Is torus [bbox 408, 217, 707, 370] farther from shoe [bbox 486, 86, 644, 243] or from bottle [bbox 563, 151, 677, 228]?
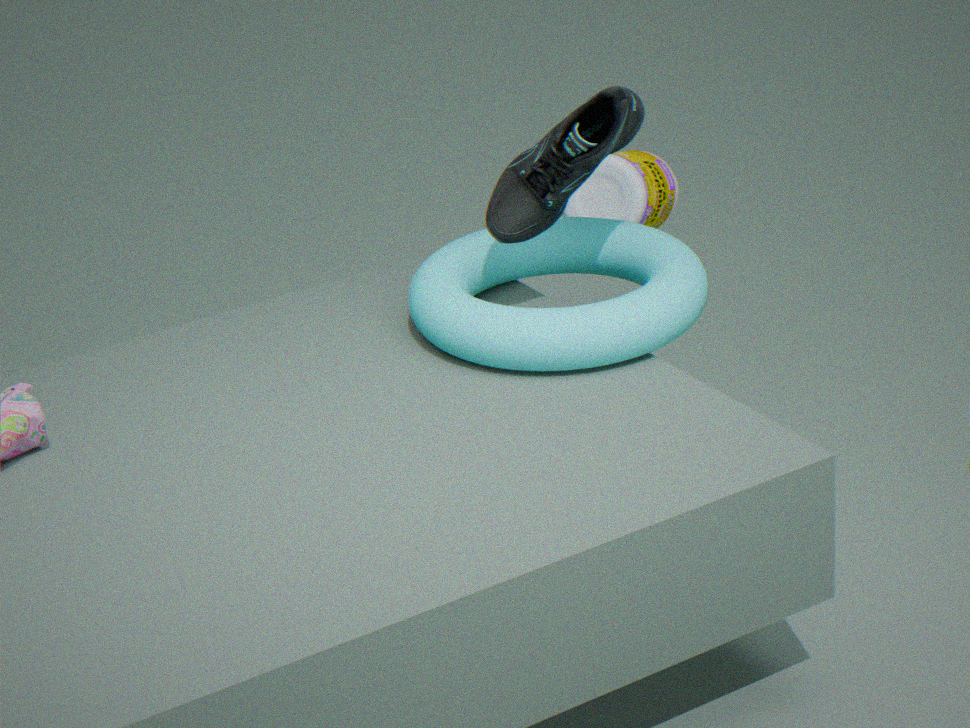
shoe [bbox 486, 86, 644, 243]
